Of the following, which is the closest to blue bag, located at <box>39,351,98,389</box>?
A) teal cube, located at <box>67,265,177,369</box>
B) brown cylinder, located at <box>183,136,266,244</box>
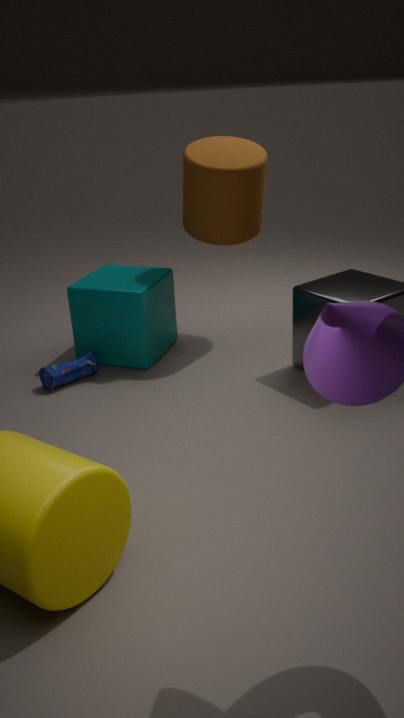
teal cube, located at <box>67,265,177,369</box>
